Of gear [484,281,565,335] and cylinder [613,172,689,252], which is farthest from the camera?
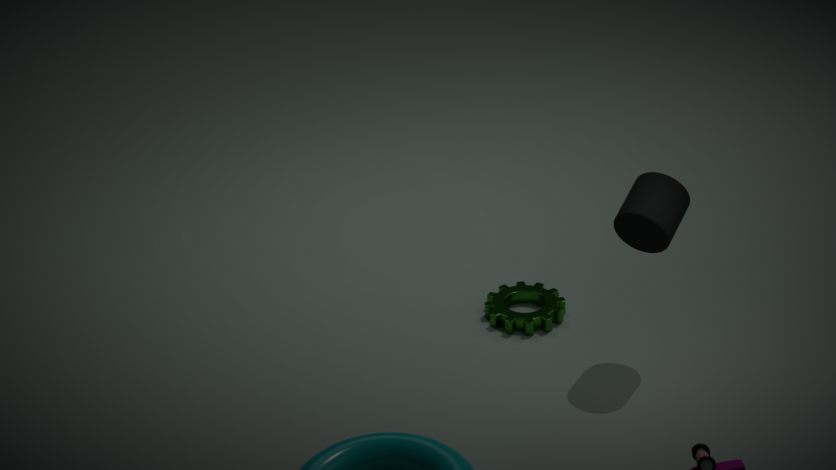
gear [484,281,565,335]
